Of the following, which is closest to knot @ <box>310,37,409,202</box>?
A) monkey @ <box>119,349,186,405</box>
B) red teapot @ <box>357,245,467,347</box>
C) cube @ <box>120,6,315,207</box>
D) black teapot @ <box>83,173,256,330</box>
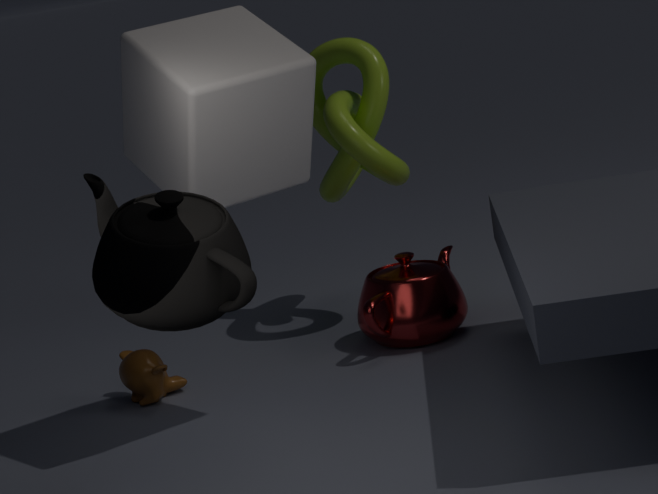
red teapot @ <box>357,245,467,347</box>
